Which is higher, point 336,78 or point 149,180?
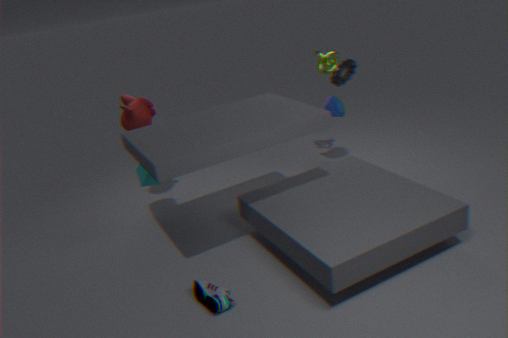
point 336,78
